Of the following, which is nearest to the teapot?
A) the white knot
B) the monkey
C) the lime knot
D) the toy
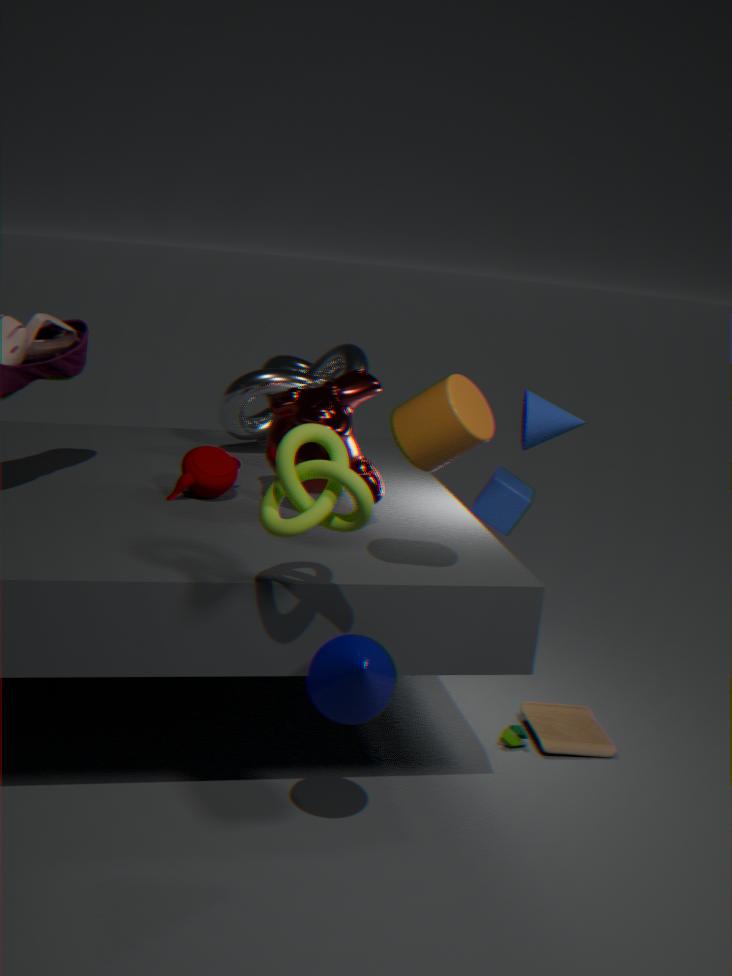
the monkey
